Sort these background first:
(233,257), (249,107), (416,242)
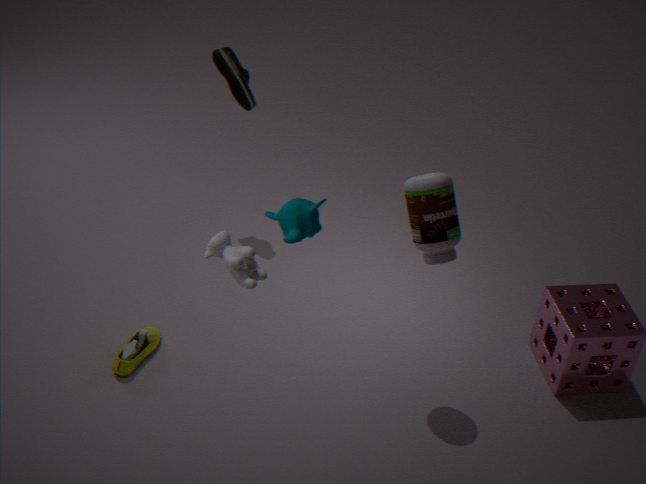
(249,107)
(416,242)
(233,257)
